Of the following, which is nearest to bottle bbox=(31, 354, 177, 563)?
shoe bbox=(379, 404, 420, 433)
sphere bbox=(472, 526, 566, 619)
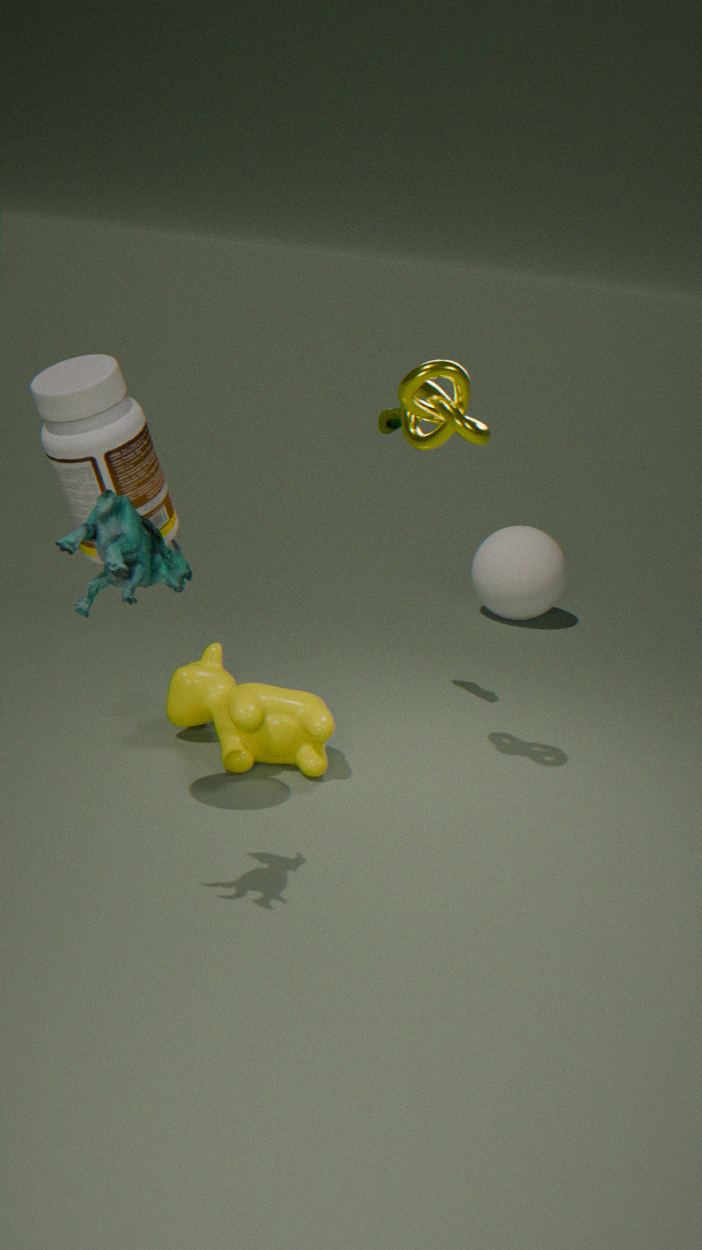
shoe bbox=(379, 404, 420, 433)
